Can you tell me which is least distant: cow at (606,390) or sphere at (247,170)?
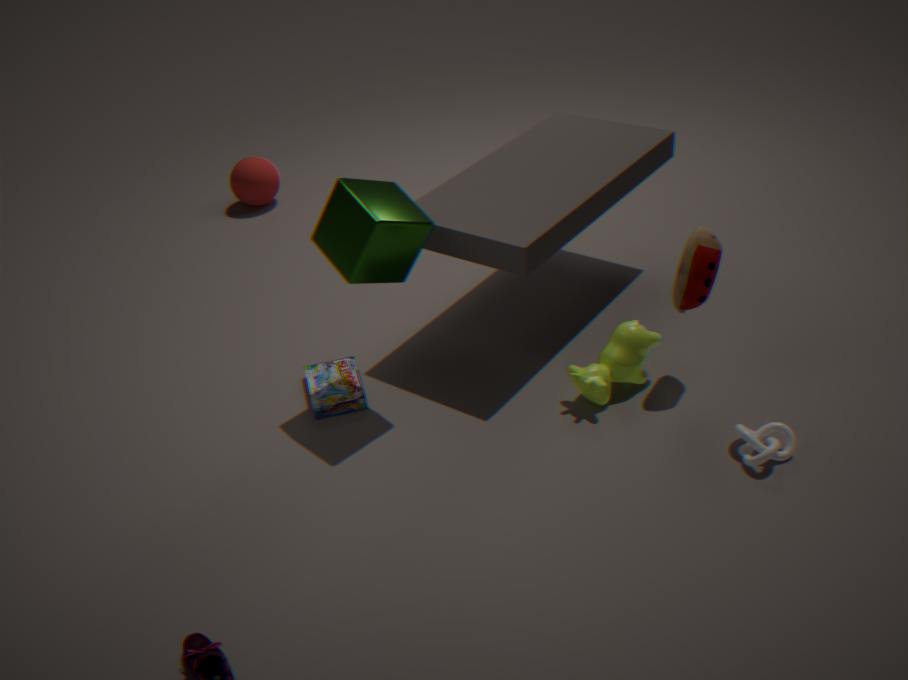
cow at (606,390)
